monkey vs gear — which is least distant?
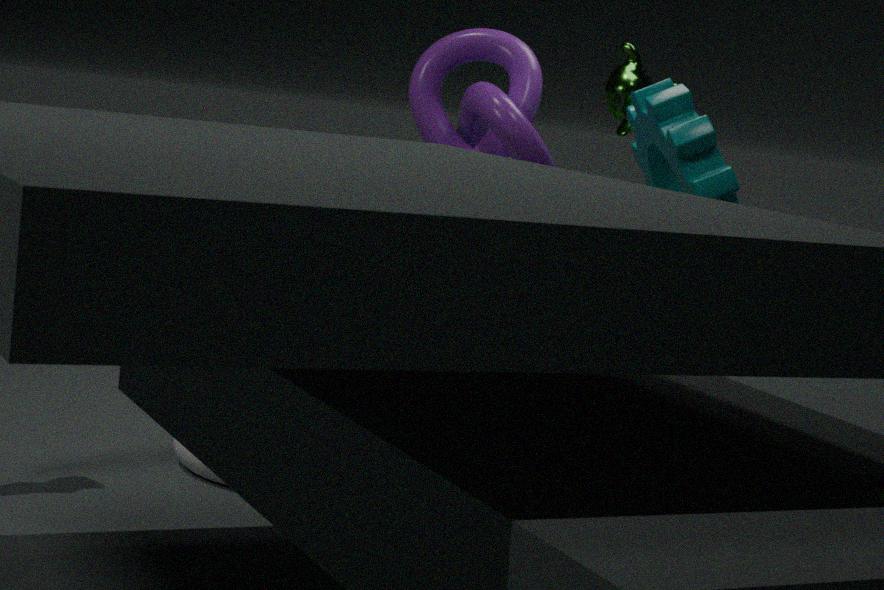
gear
